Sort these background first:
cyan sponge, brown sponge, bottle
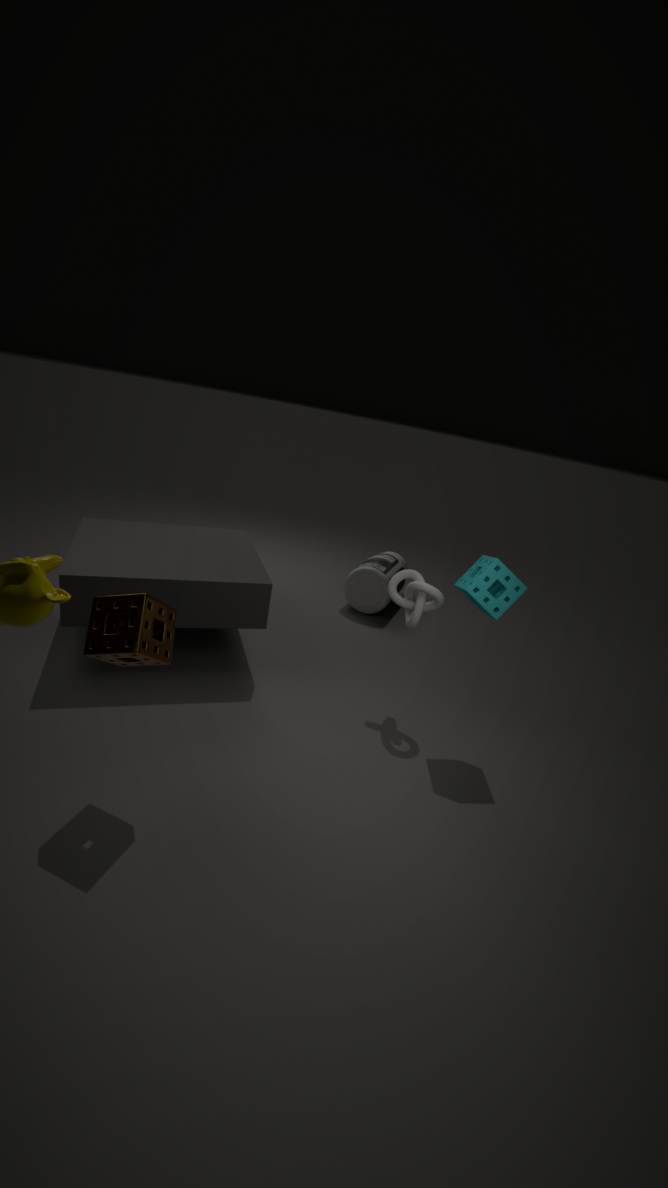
bottle
cyan sponge
brown sponge
